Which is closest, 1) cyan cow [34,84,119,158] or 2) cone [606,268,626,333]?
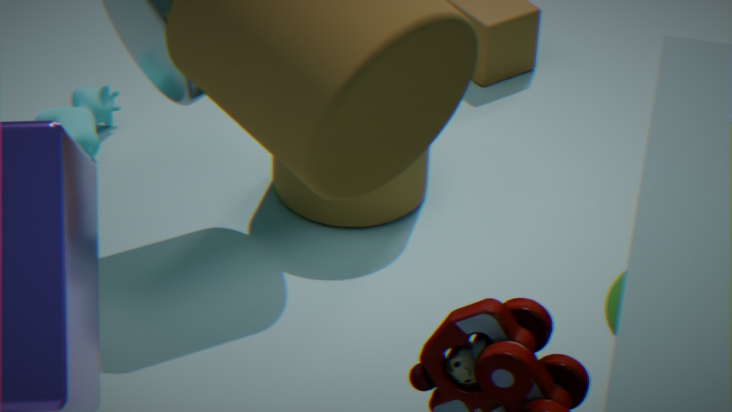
2. cone [606,268,626,333]
